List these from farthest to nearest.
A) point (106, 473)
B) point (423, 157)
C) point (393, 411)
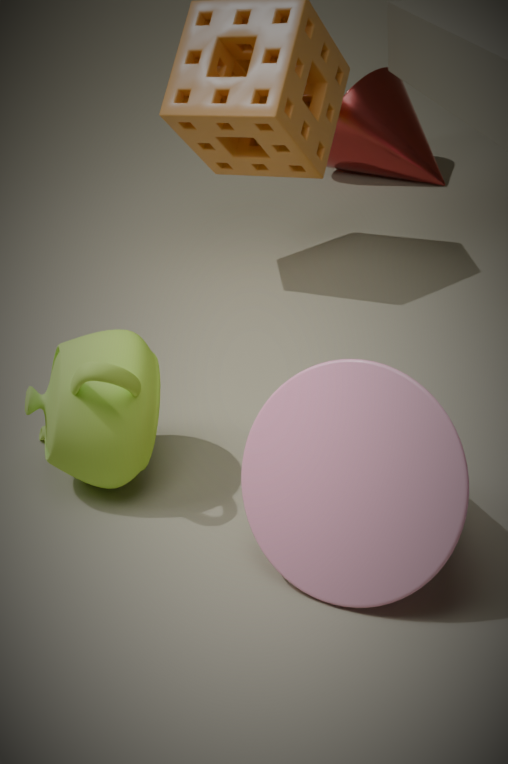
point (423, 157)
point (106, 473)
point (393, 411)
